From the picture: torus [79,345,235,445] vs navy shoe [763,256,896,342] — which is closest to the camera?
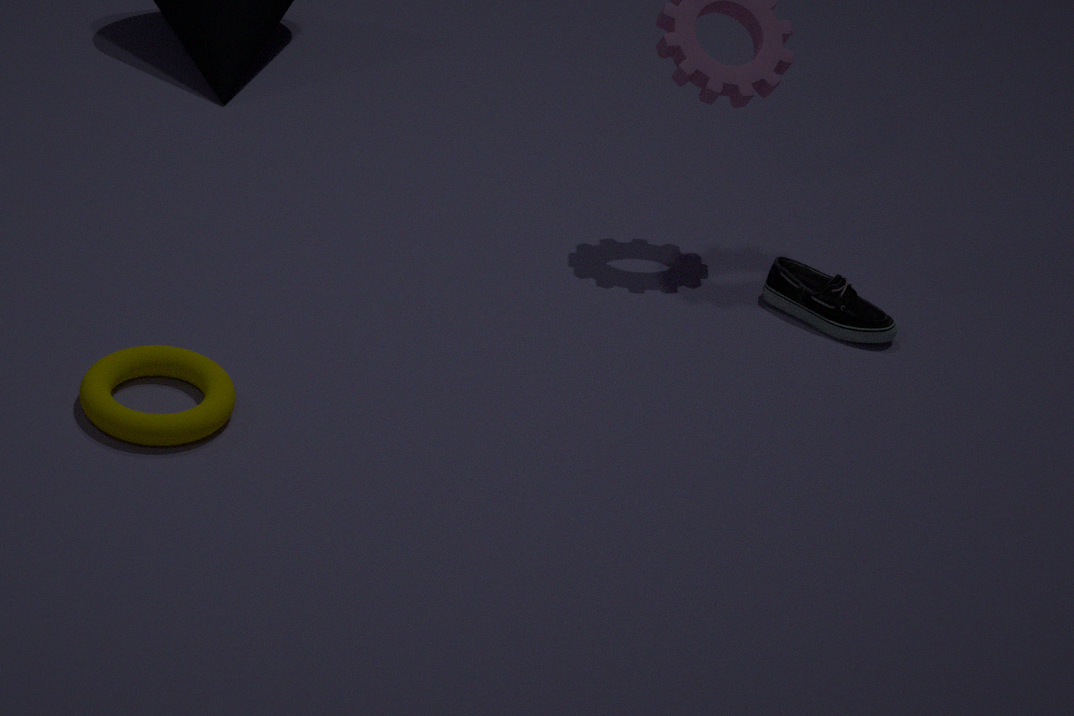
torus [79,345,235,445]
